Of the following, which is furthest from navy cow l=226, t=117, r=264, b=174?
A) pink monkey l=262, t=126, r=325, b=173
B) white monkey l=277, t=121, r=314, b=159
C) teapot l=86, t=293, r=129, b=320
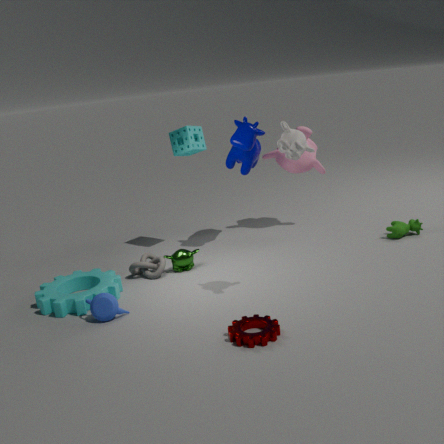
teapot l=86, t=293, r=129, b=320
